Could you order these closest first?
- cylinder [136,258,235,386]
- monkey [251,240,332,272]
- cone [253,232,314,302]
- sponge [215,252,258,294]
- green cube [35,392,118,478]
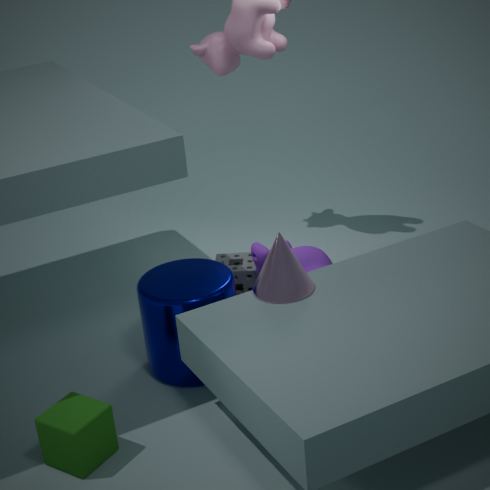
green cube [35,392,118,478] → cone [253,232,314,302] → cylinder [136,258,235,386] → monkey [251,240,332,272] → sponge [215,252,258,294]
